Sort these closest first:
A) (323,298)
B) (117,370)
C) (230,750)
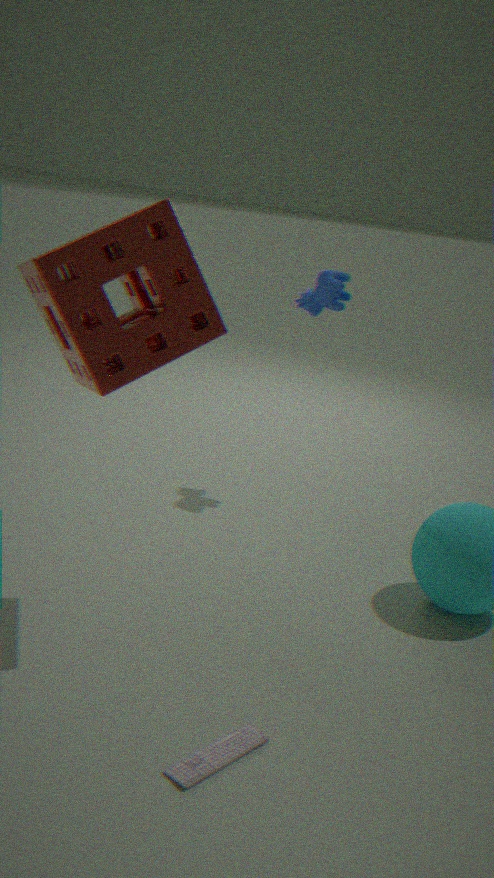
(230,750), (117,370), (323,298)
